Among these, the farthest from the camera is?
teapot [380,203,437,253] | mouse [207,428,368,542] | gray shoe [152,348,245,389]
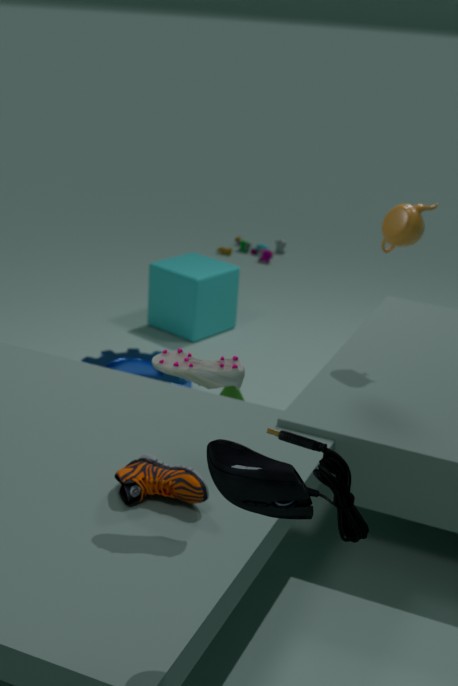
teapot [380,203,437,253]
